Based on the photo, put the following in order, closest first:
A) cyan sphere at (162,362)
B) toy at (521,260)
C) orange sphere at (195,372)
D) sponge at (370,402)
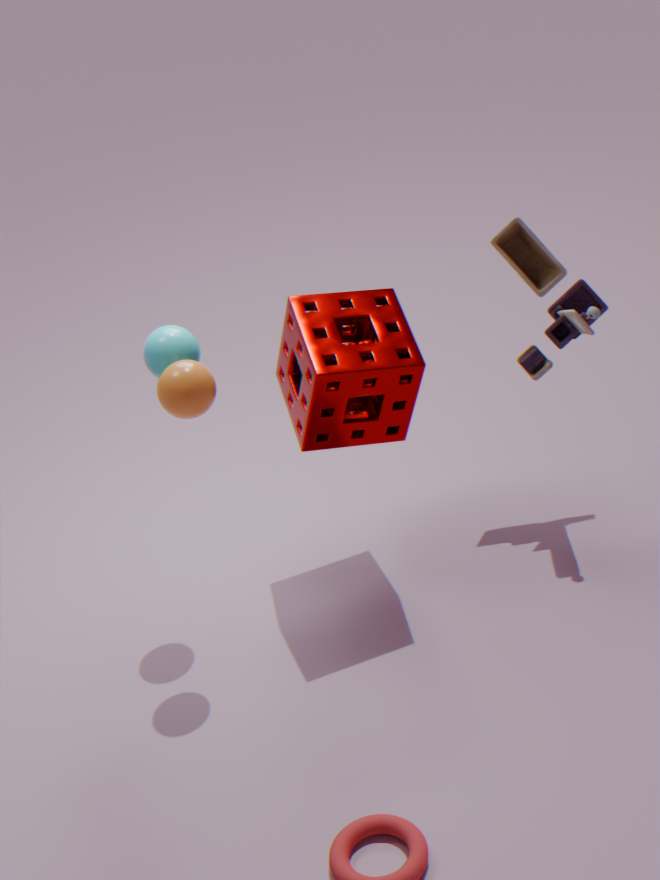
orange sphere at (195,372)
sponge at (370,402)
cyan sphere at (162,362)
toy at (521,260)
